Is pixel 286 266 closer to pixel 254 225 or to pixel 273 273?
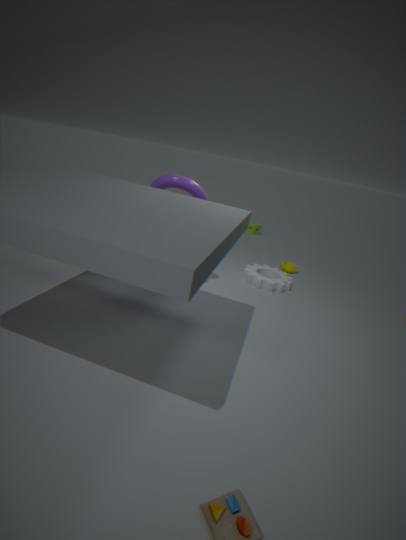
pixel 273 273
